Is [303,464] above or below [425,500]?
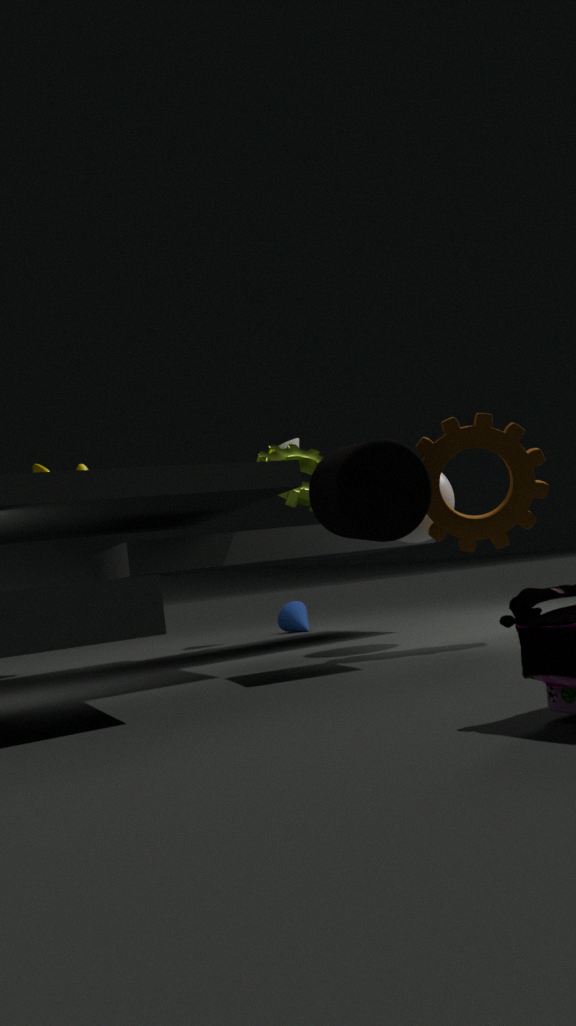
above
